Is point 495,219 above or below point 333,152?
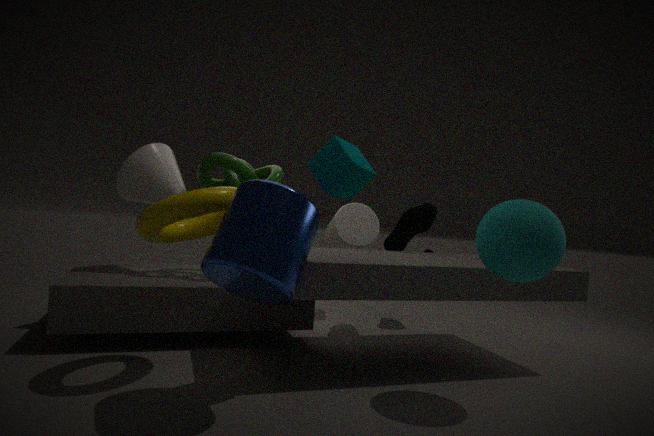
below
